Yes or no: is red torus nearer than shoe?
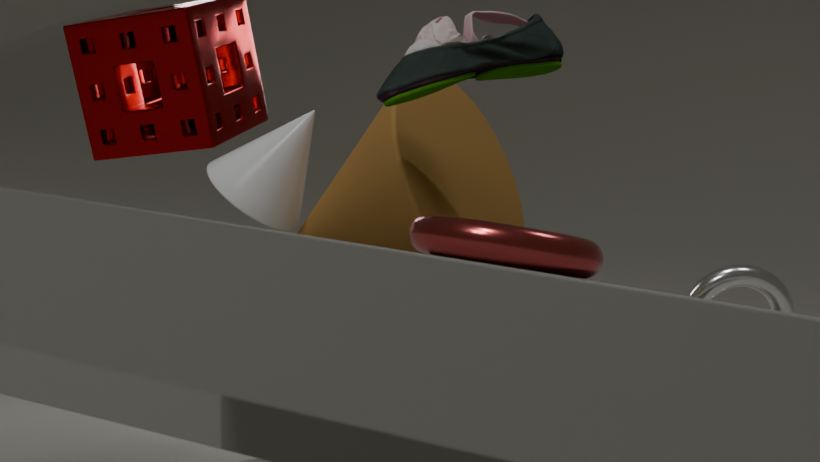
Yes
